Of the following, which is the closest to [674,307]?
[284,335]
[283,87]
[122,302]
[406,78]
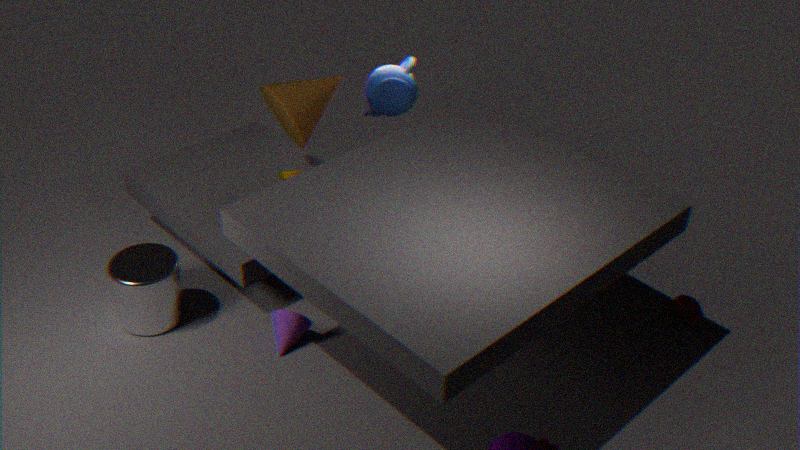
[284,335]
